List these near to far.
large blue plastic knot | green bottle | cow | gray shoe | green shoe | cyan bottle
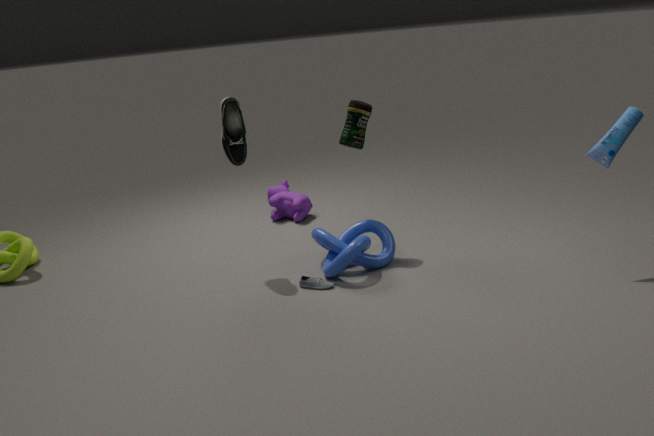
cyan bottle < gray shoe < large blue plastic knot < green shoe < green bottle < cow
